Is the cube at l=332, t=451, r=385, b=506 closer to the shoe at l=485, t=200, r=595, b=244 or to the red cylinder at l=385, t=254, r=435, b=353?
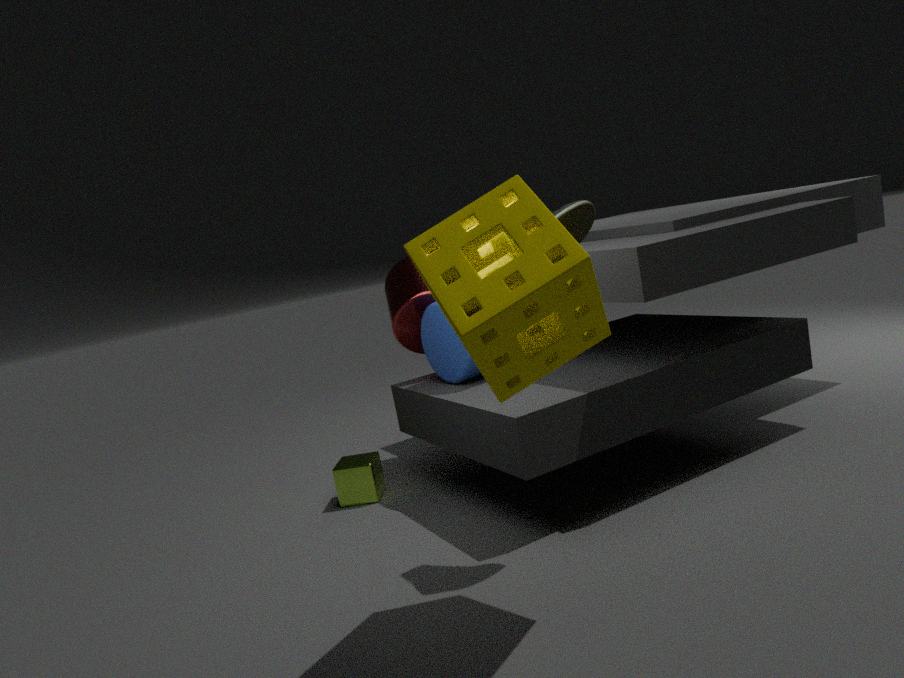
the red cylinder at l=385, t=254, r=435, b=353
